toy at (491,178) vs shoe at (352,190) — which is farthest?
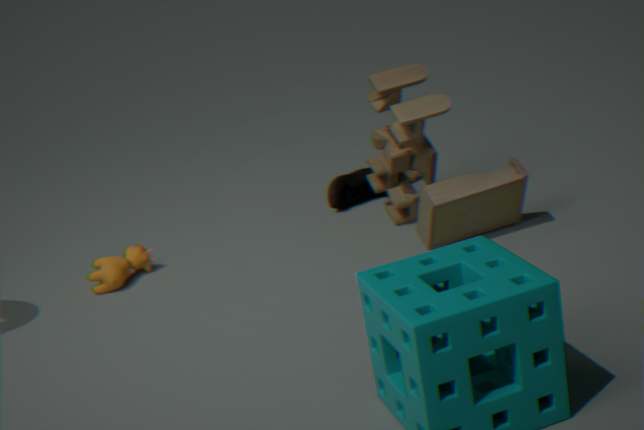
shoe at (352,190)
